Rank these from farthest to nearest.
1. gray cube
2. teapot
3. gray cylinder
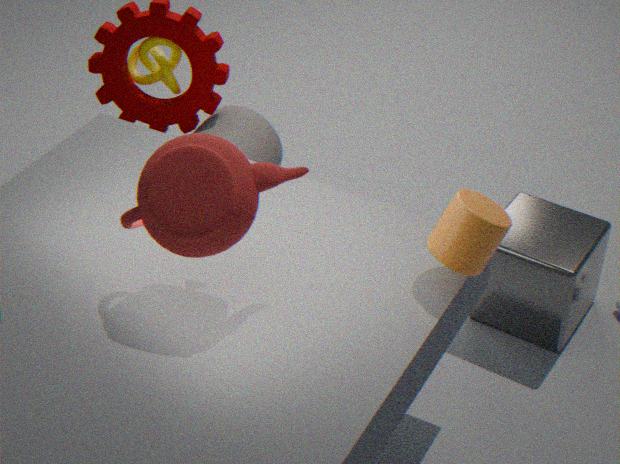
1. gray cylinder
2. gray cube
3. teapot
